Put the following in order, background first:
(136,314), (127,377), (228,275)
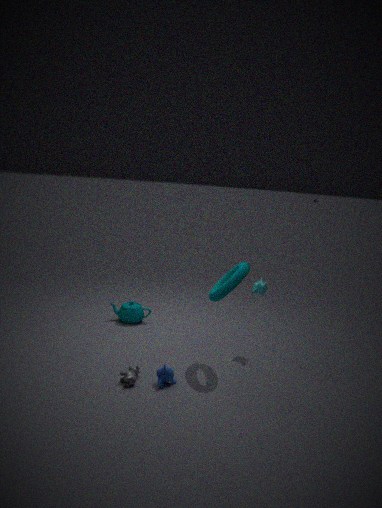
(136,314)
(228,275)
(127,377)
